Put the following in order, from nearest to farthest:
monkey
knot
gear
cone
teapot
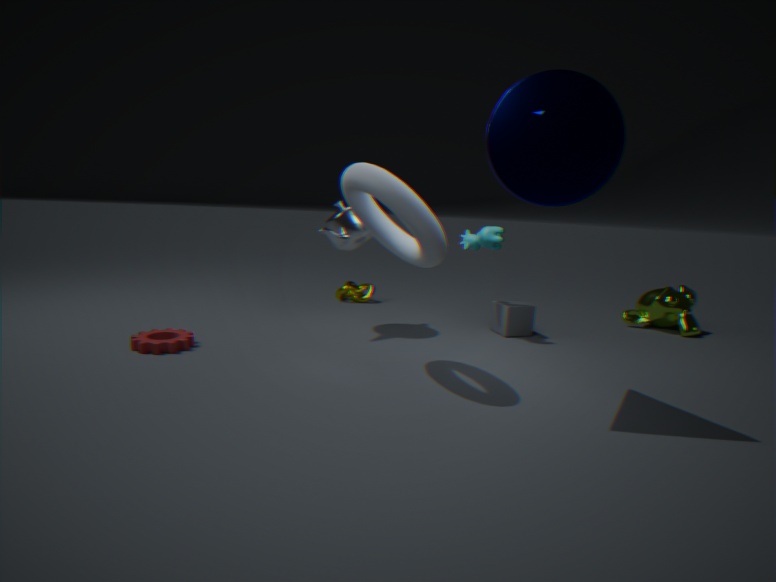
cone → gear → teapot → monkey → knot
